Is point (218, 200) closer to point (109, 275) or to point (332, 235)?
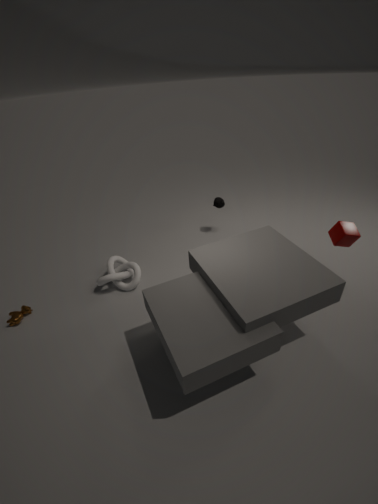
point (109, 275)
